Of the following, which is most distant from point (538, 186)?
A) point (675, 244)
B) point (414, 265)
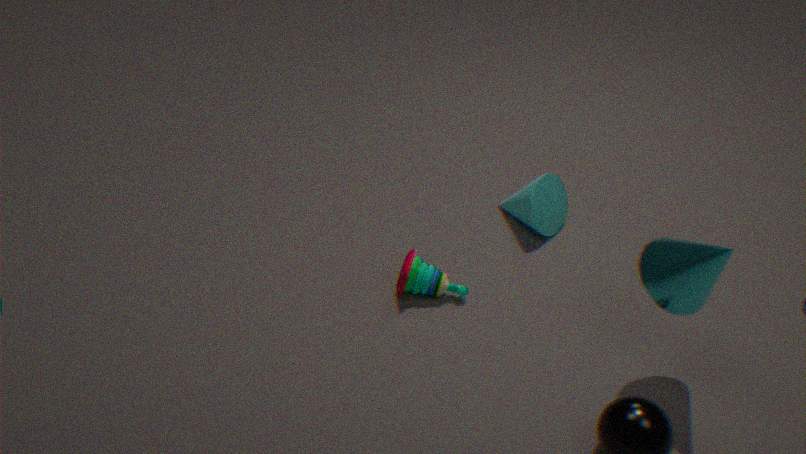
point (675, 244)
